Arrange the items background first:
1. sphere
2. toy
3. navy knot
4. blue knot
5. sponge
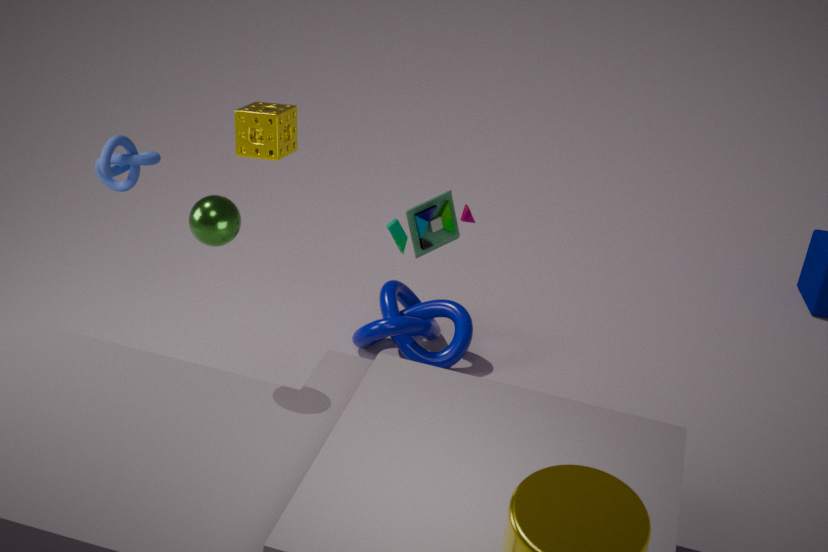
navy knot
toy
blue knot
sponge
sphere
